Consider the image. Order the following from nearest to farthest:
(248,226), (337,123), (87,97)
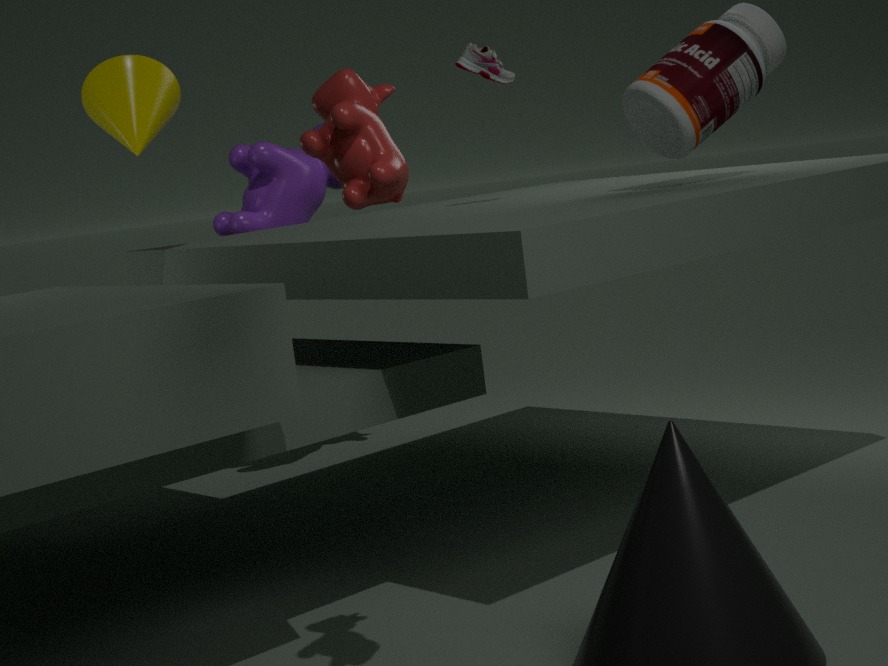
1. (337,123)
2. (87,97)
3. (248,226)
